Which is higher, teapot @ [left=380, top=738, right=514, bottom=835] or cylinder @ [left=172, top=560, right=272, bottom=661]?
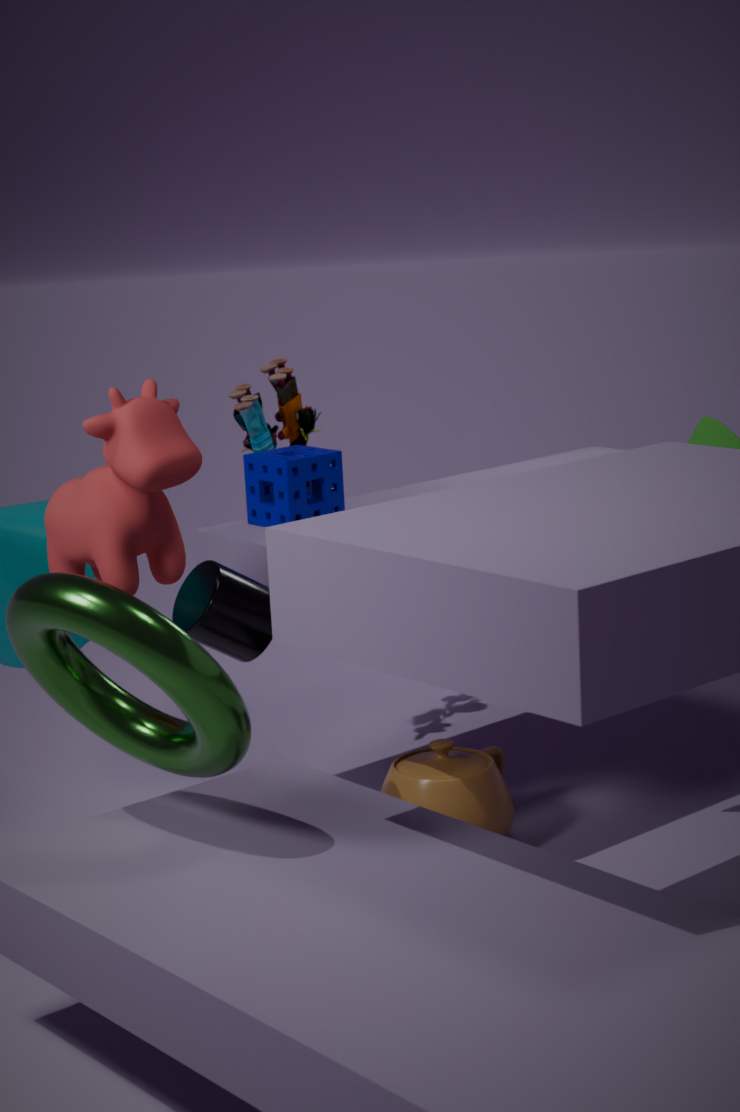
cylinder @ [left=172, top=560, right=272, bottom=661]
